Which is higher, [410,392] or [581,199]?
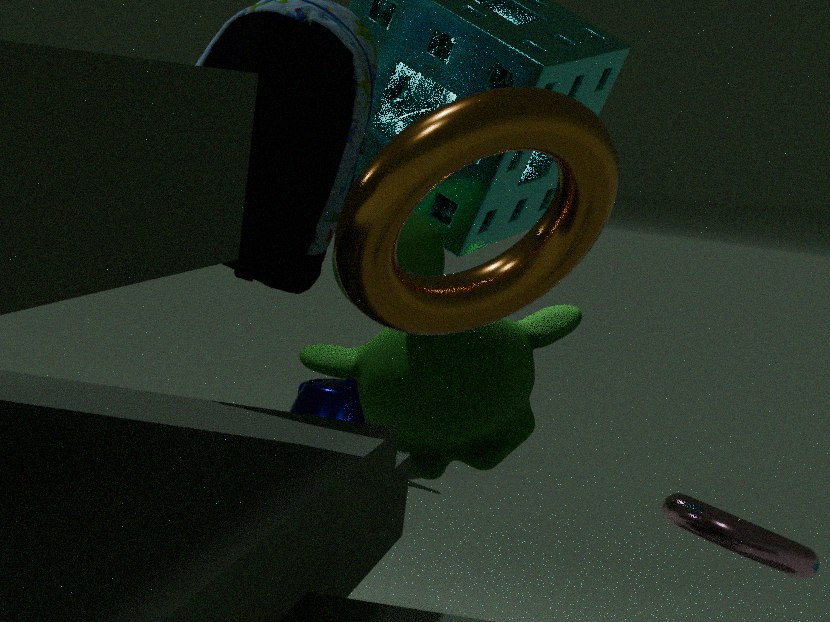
[581,199]
